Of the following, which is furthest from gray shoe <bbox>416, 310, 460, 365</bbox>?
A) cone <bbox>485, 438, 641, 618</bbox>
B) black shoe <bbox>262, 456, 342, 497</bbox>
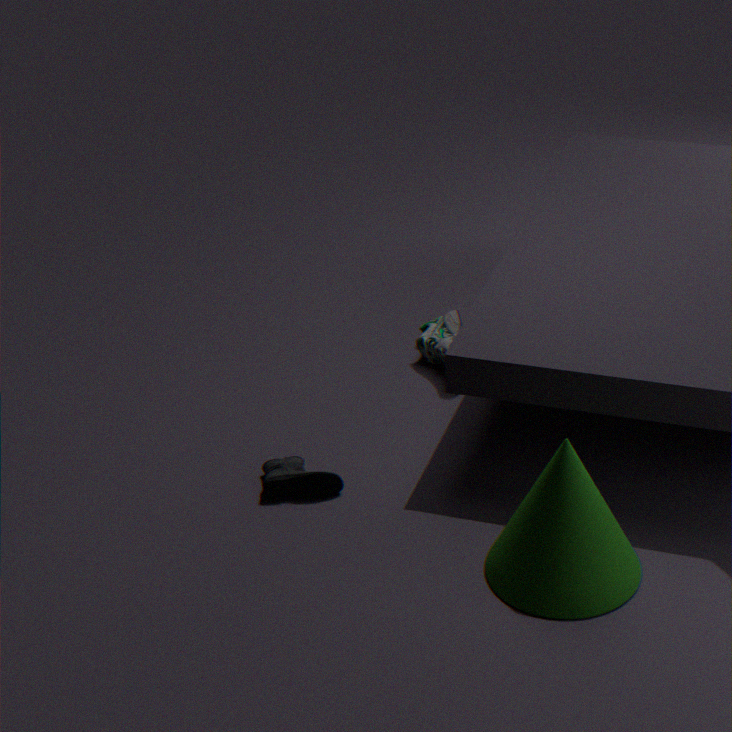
cone <bbox>485, 438, 641, 618</bbox>
